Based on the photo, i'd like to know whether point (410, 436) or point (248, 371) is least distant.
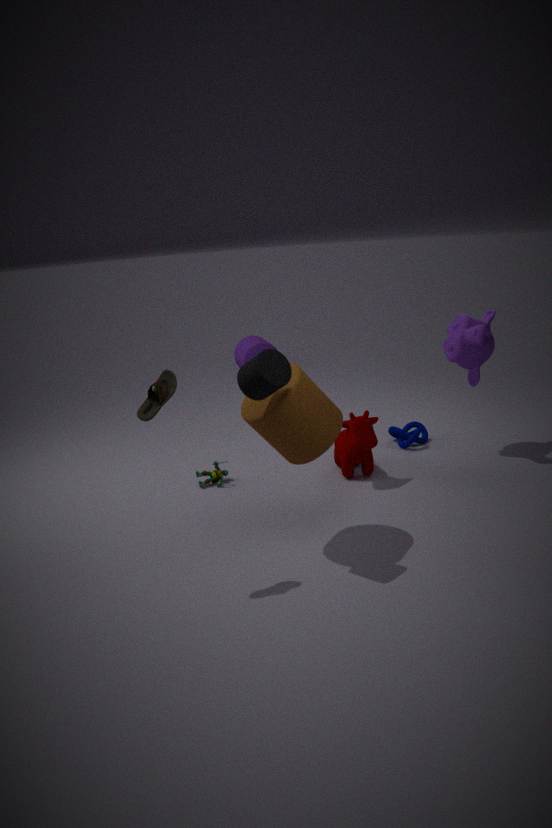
point (248, 371)
